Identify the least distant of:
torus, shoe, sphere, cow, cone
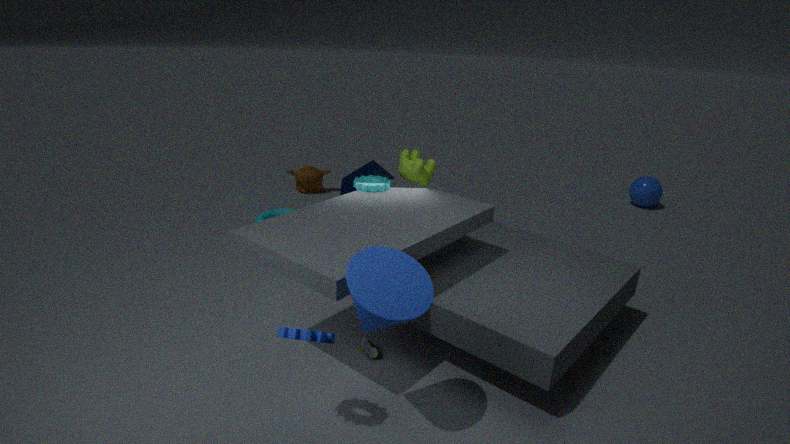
cone
